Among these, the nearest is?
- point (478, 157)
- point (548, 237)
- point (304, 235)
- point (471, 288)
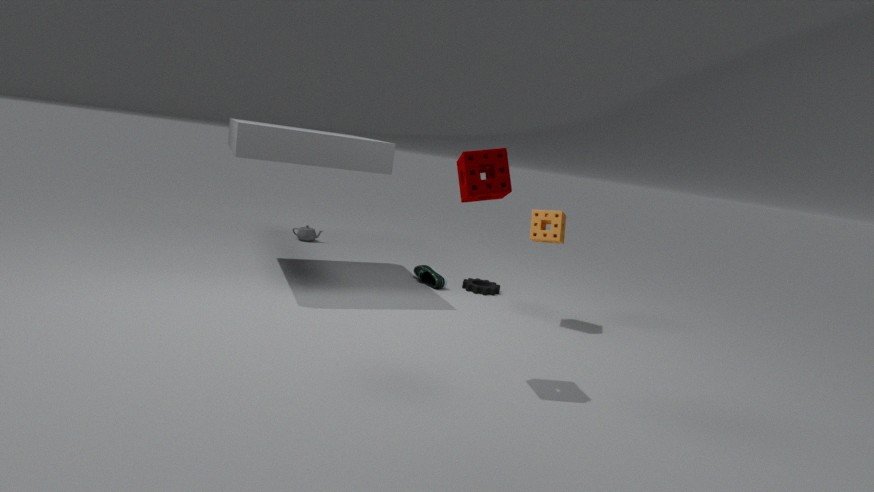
point (478, 157)
